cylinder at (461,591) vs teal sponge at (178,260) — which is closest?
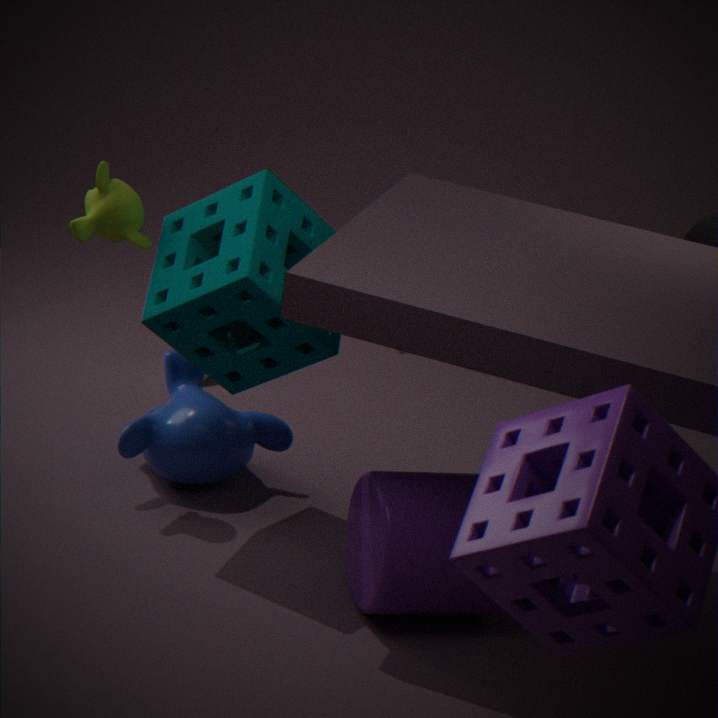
cylinder at (461,591)
